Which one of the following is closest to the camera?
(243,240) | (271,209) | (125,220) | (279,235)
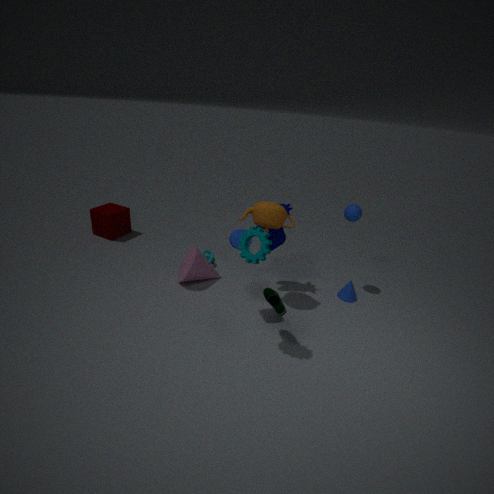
(243,240)
